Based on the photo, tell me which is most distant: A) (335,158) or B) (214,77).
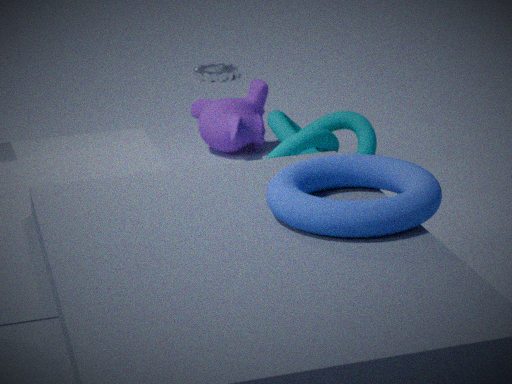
B. (214,77)
